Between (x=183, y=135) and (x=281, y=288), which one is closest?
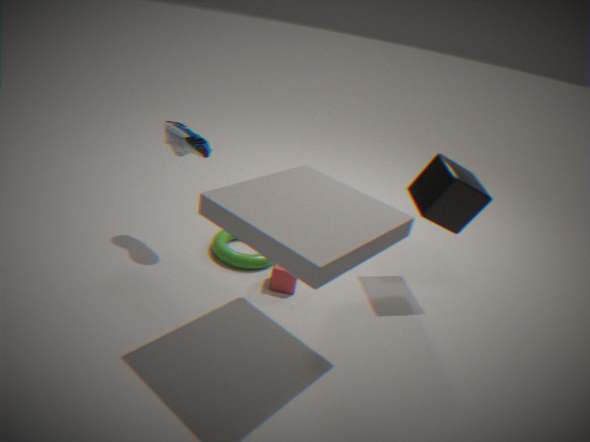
(x=281, y=288)
